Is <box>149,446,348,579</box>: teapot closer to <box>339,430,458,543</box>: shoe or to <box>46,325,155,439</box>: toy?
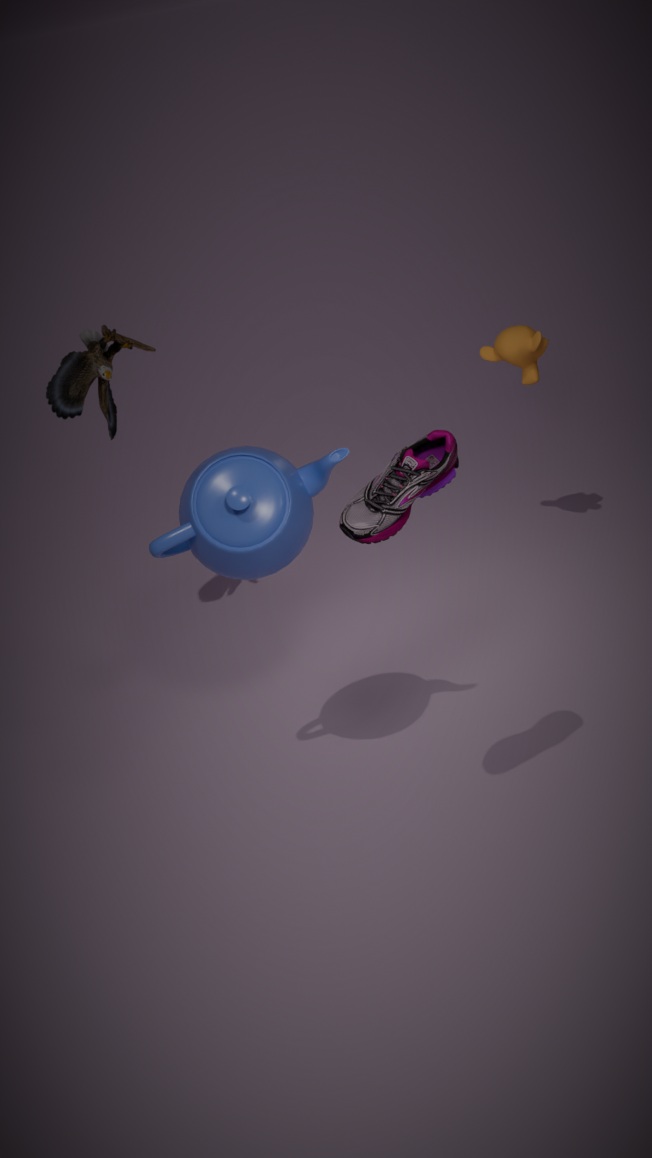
<box>339,430,458,543</box>: shoe
